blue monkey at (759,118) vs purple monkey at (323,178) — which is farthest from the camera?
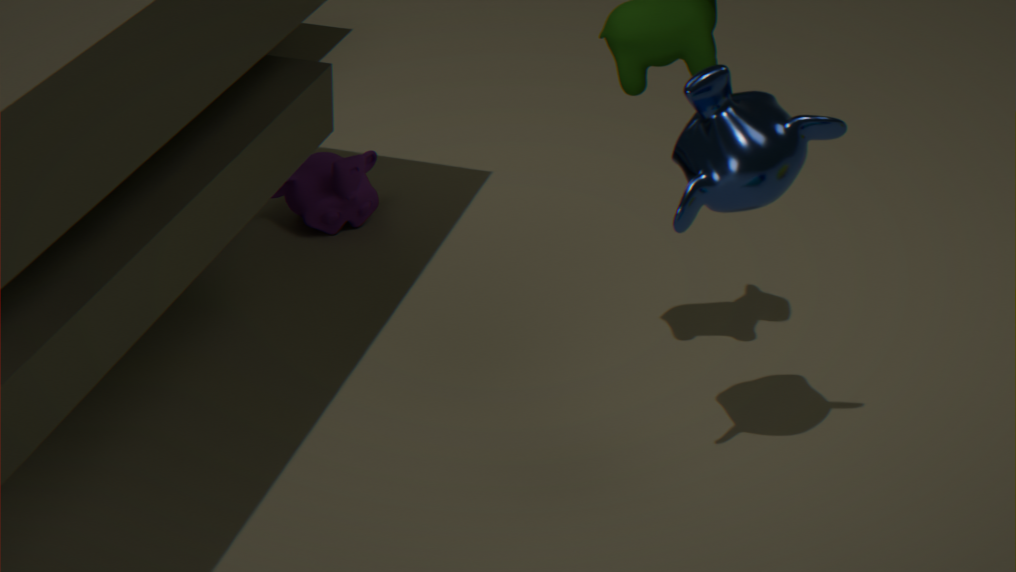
purple monkey at (323,178)
